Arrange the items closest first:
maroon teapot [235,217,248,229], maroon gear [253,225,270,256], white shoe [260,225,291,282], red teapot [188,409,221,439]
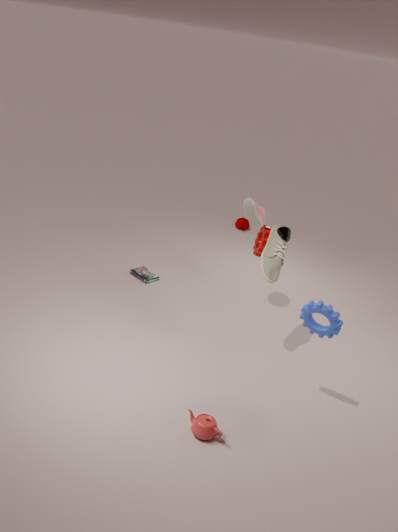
red teapot [188,409,221,439] < white shoe [260,225,291,282] < maroon gear [253,225,270,256] < maroon teapot [235,217,248,229]
